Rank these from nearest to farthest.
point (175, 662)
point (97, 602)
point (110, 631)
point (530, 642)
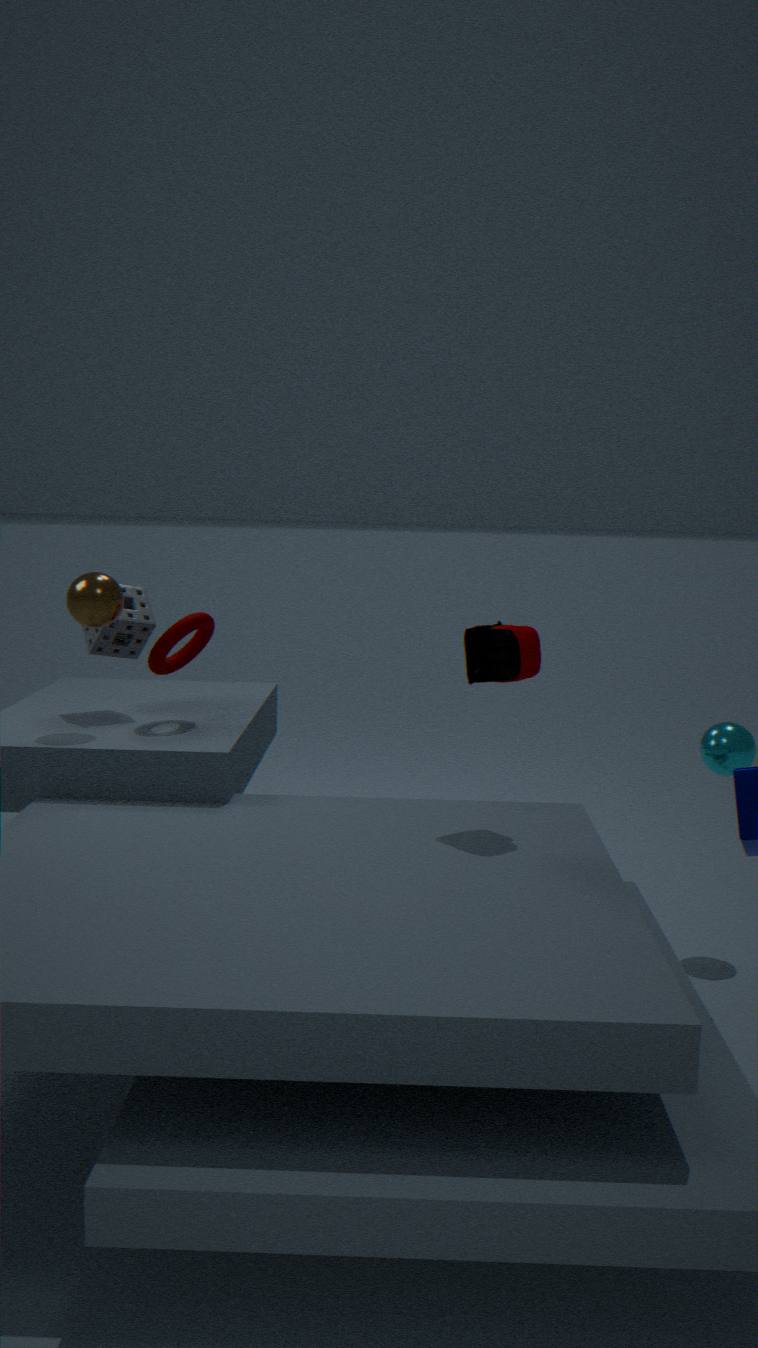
point (530, 642) → point (97, 602) → point (110, 631) → point (175, 662)
